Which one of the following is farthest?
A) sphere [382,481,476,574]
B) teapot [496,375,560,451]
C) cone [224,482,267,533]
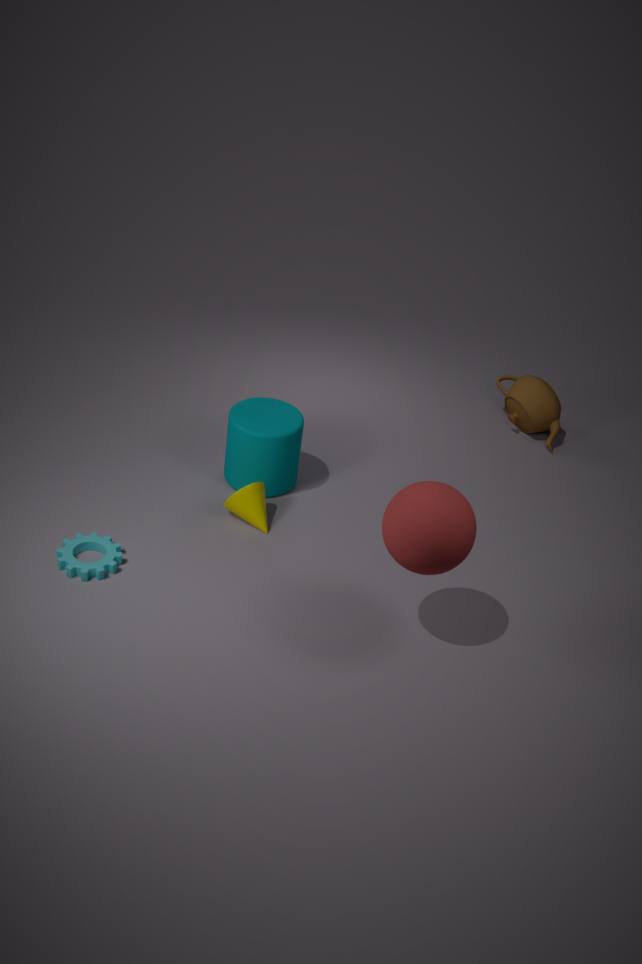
teapot [496,375,560,451]
